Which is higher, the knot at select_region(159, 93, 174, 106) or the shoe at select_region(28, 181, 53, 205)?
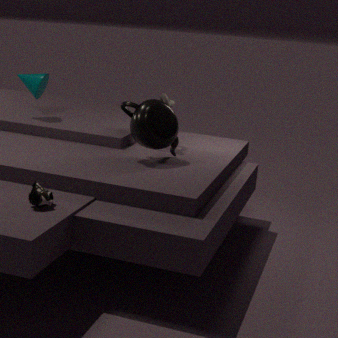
the knot at select_region(159, 93, 174, 106)
